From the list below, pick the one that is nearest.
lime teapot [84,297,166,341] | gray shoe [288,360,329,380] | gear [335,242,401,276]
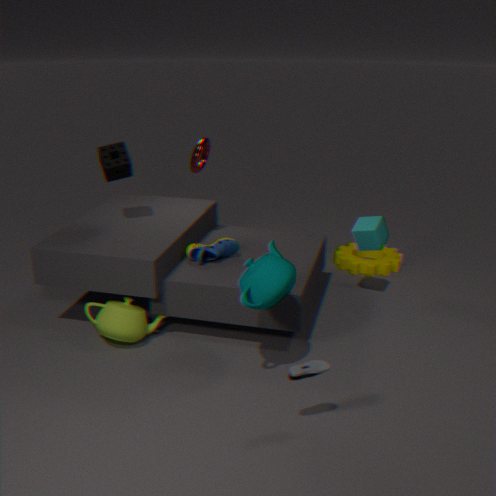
gray shoe [288,360,329,380]
